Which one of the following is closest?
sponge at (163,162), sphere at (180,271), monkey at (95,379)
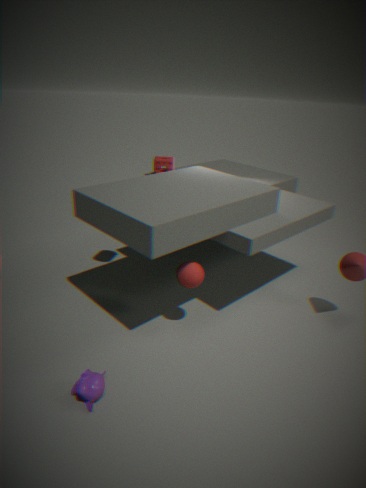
monkey at (95,379)
